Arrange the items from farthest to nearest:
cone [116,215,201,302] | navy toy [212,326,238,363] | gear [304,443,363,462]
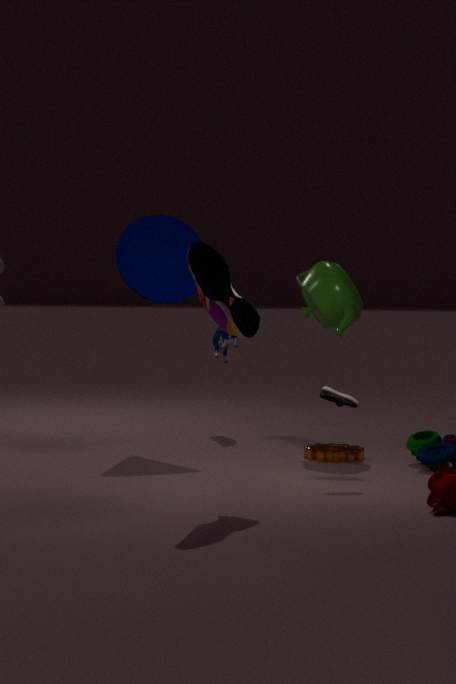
navy toy [212,326,238,363], cone [116,215,201,302], gear [304,443,363,462]
